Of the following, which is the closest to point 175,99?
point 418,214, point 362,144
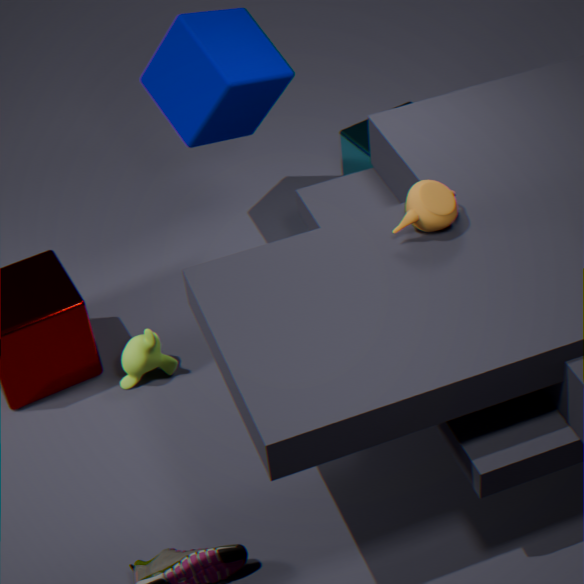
point 362,144
